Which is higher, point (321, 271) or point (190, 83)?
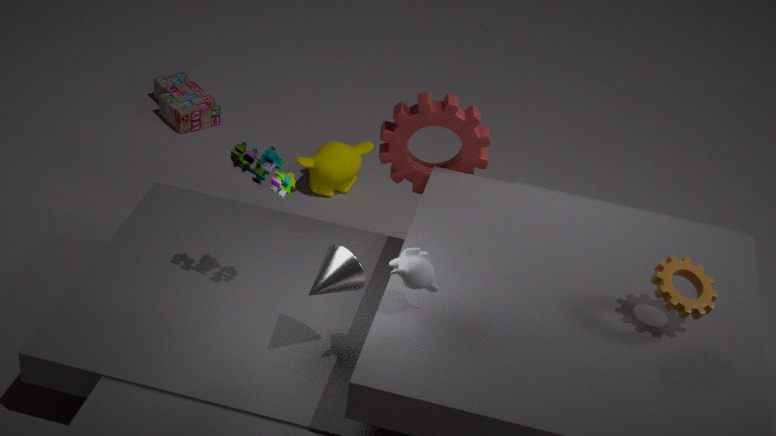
point (321, 271)
